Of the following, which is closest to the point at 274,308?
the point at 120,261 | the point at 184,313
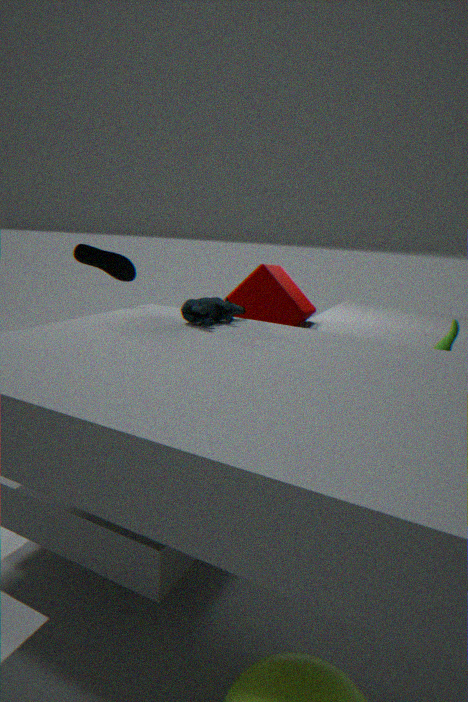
the point at 184,313
